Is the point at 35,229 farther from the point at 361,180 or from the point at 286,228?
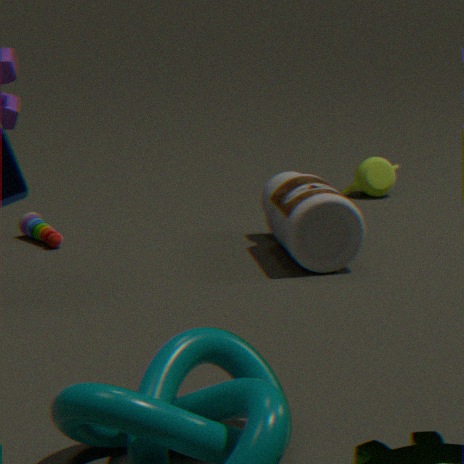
the point at 361,180
